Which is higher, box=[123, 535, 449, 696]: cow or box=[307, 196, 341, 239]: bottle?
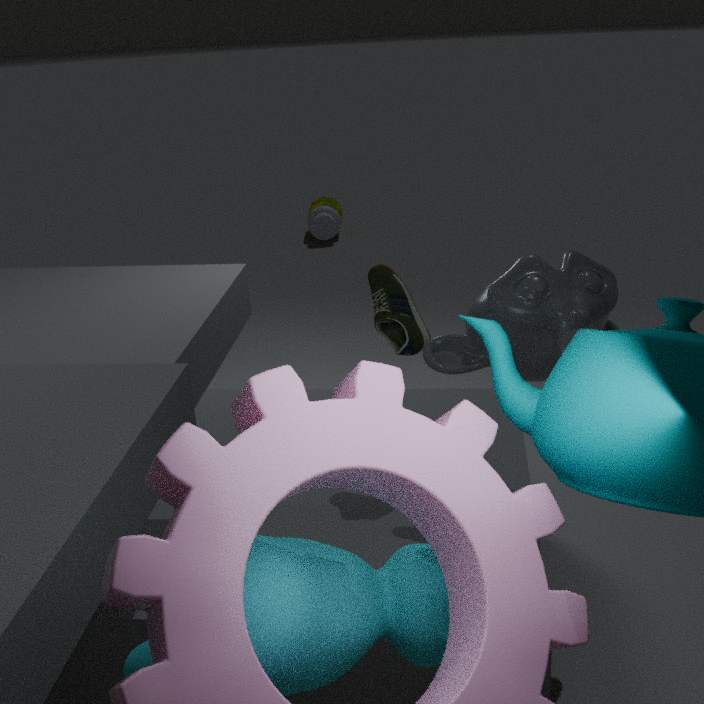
box=[123, 535, 449, 696]: cow
